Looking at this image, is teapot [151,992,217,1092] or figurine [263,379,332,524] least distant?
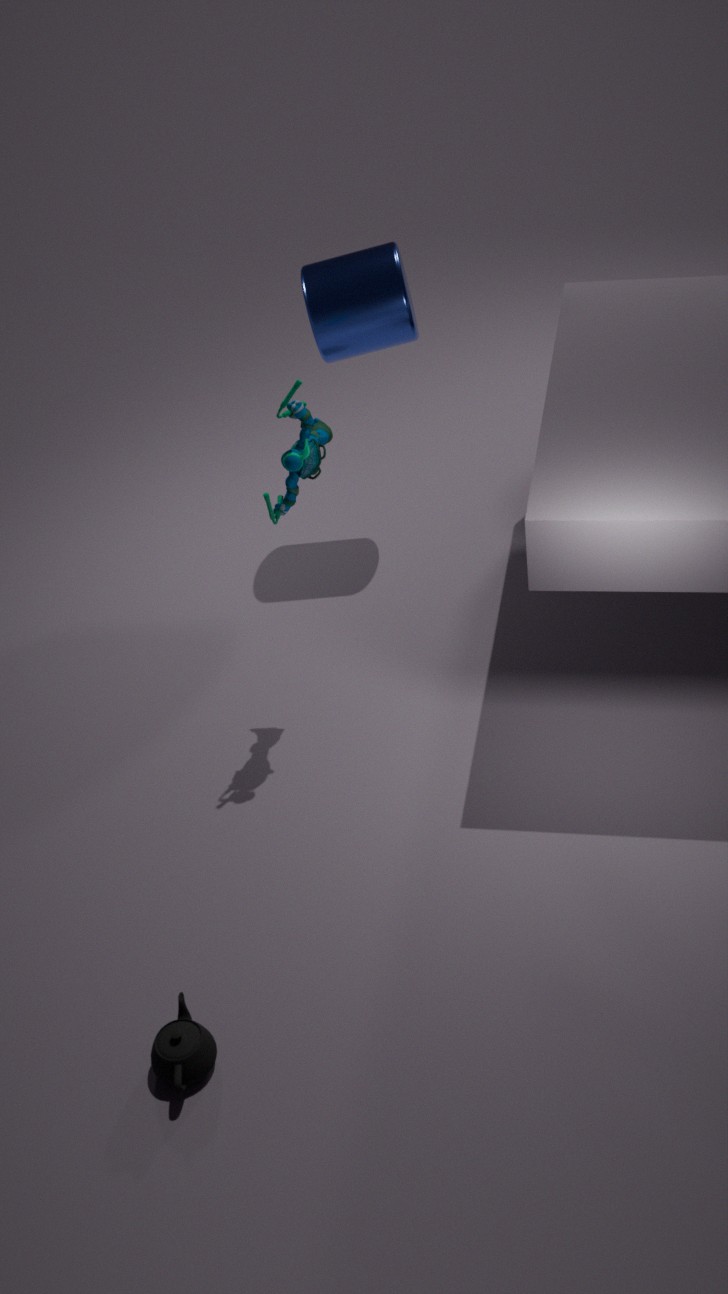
teapot [151,992,217,1092]
